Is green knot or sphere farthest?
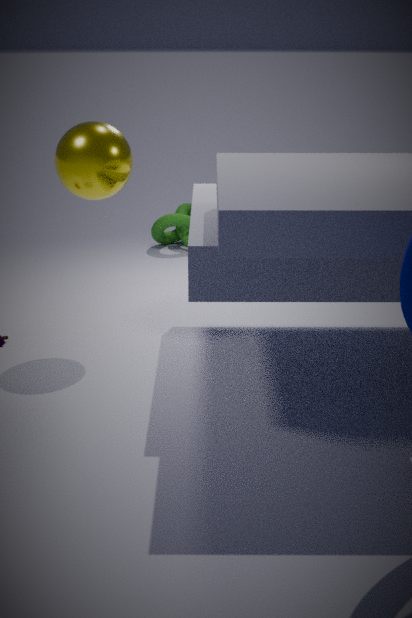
green knot
